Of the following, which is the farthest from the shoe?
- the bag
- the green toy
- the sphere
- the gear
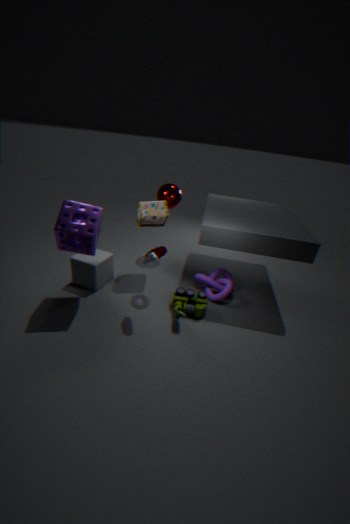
the sphere
